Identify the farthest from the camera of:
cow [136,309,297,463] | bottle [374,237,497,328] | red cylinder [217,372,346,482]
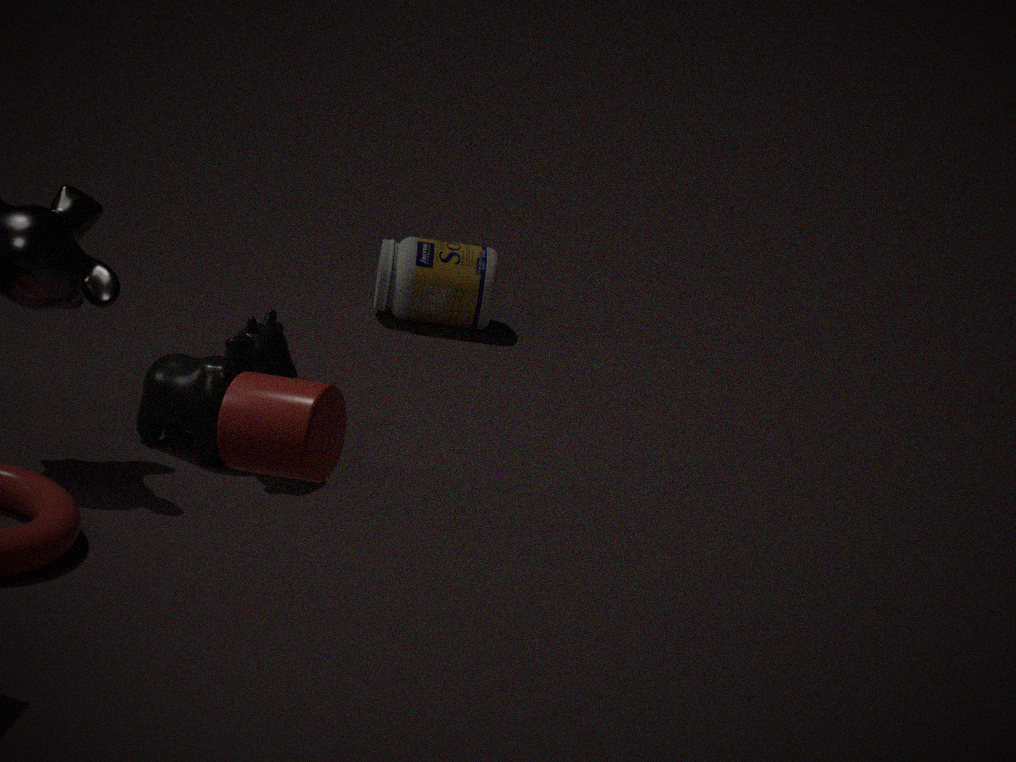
bottle [374,237,497,328]
